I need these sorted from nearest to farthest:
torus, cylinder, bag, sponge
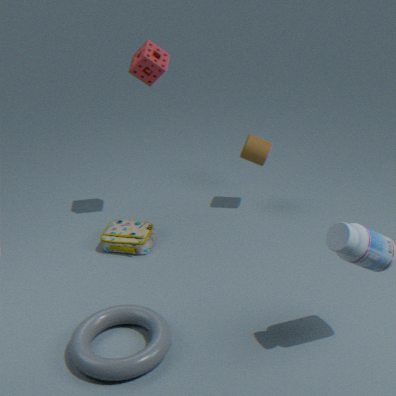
torus < sponge < bag < cylinder
